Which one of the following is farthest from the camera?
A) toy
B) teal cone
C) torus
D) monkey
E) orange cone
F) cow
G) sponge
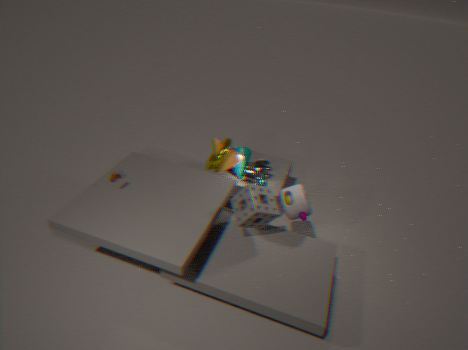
teal cone
